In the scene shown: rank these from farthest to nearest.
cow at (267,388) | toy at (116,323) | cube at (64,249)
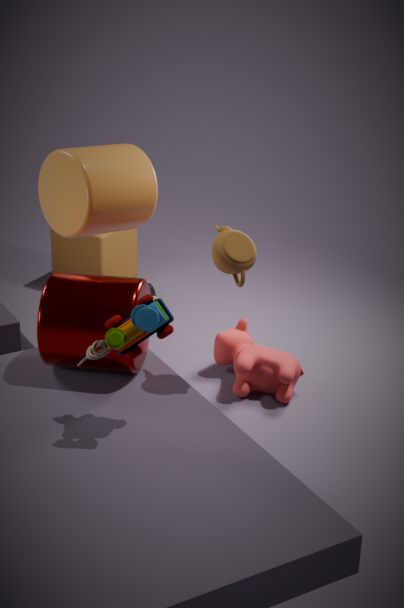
cube at (64,249), cow at (267,388), toy at (116,323)
